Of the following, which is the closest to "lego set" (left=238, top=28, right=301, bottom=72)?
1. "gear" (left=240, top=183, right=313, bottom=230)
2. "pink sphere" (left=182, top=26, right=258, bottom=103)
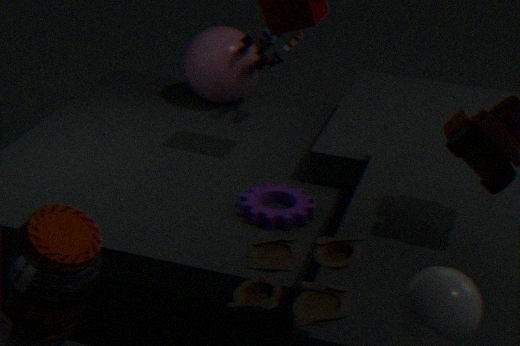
"pink sphere" (left=182, top=26, right=258, bottom=103)
